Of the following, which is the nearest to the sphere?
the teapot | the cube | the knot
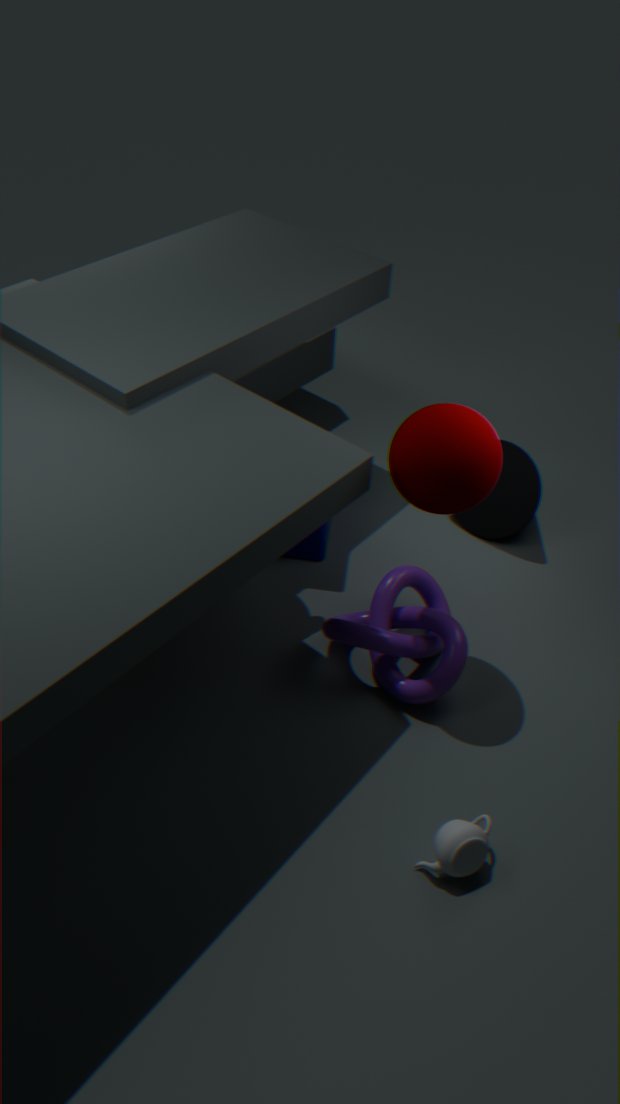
the knot
